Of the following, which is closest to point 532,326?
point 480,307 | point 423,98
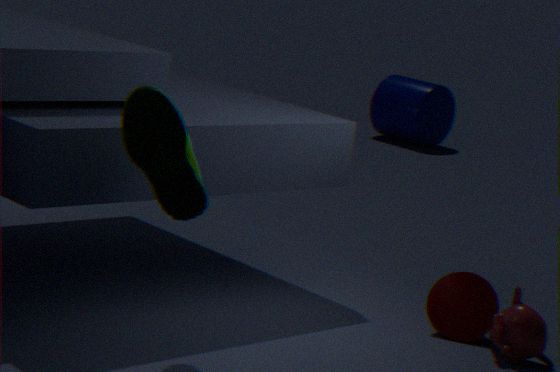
point 480,307
